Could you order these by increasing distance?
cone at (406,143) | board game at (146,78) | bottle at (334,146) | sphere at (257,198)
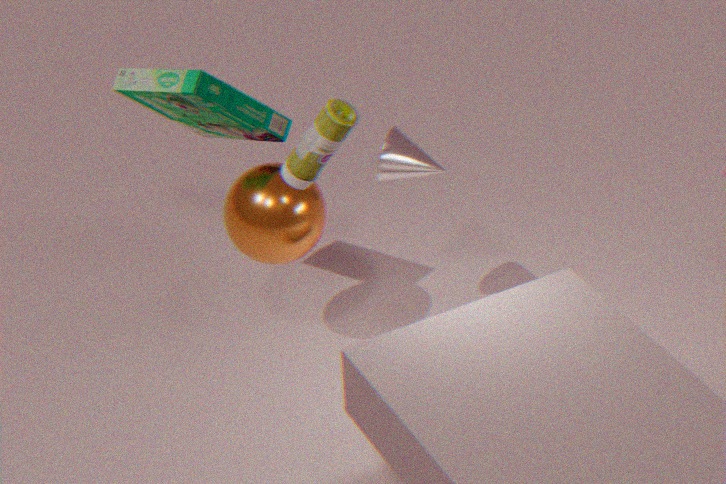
bottle at (334,146) → board game at (146,78) → sphere at (257,198) → cone at (406,143)
